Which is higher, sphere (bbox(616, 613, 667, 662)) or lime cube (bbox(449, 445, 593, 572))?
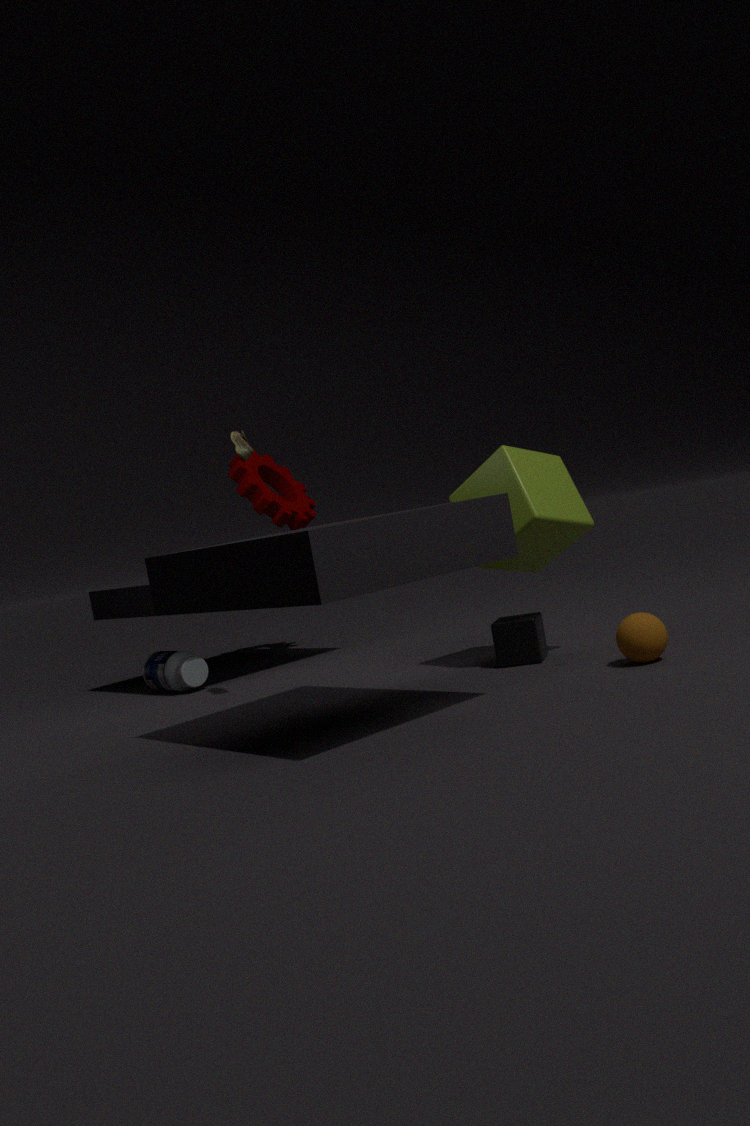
lime cube (bbox(449, 445, 593, 572))
